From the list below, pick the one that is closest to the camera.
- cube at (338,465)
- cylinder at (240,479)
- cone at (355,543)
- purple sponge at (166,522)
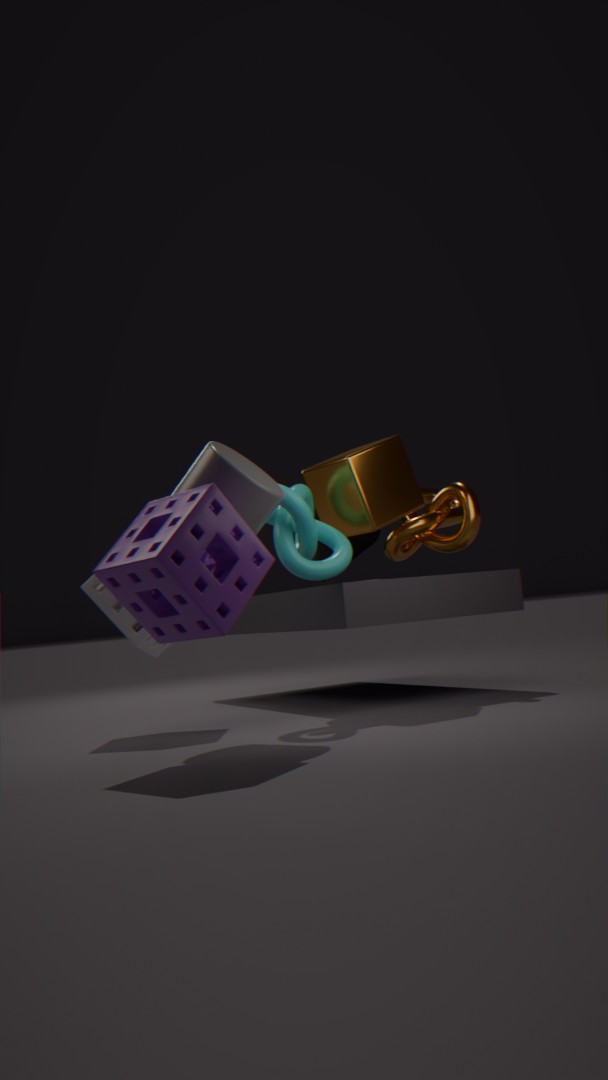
purple sponge at (166,522)
